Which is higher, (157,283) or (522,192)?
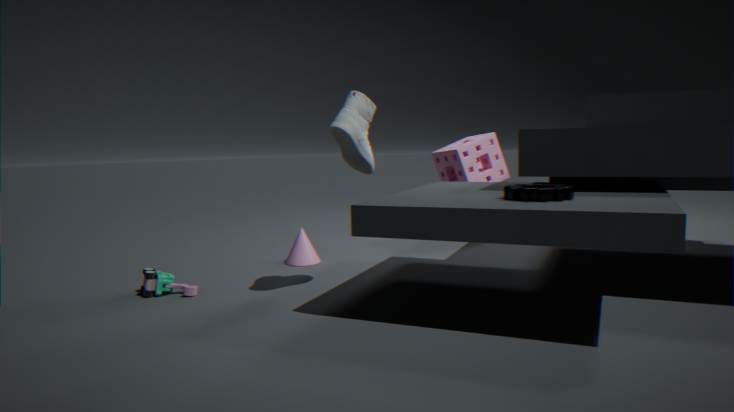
(522,192)
